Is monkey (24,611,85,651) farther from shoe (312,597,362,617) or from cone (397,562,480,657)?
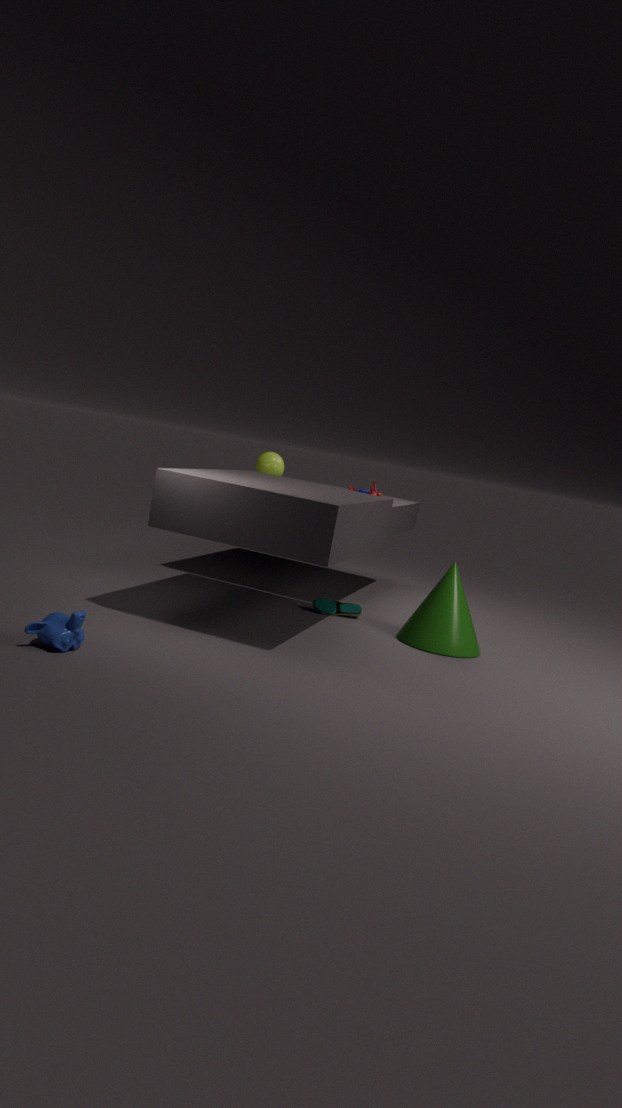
cone (397,562,480,657)
